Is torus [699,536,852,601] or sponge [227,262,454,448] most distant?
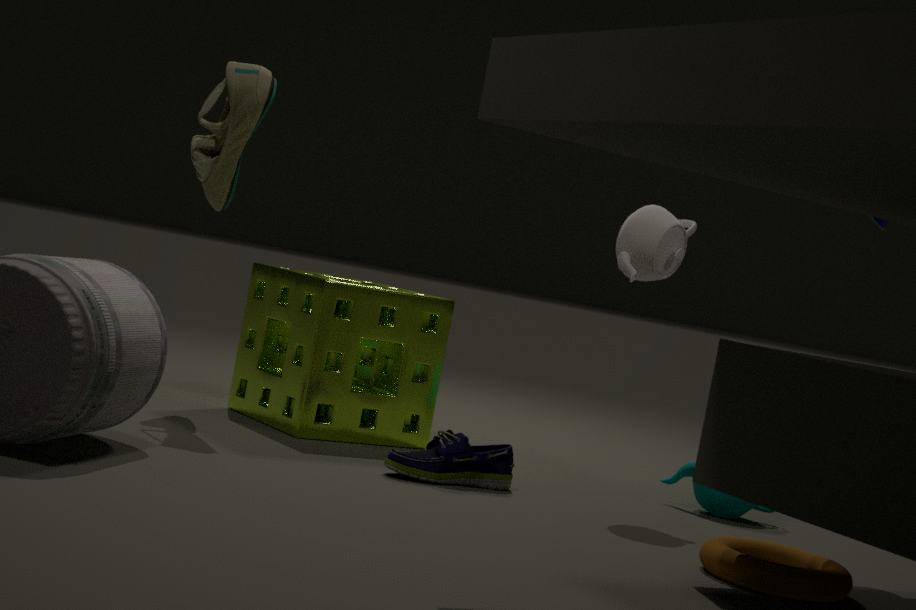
sponge [227,262,454,448]
